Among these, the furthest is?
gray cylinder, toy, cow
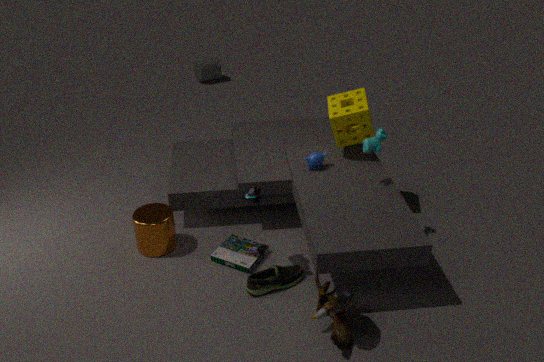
gray cylinder
